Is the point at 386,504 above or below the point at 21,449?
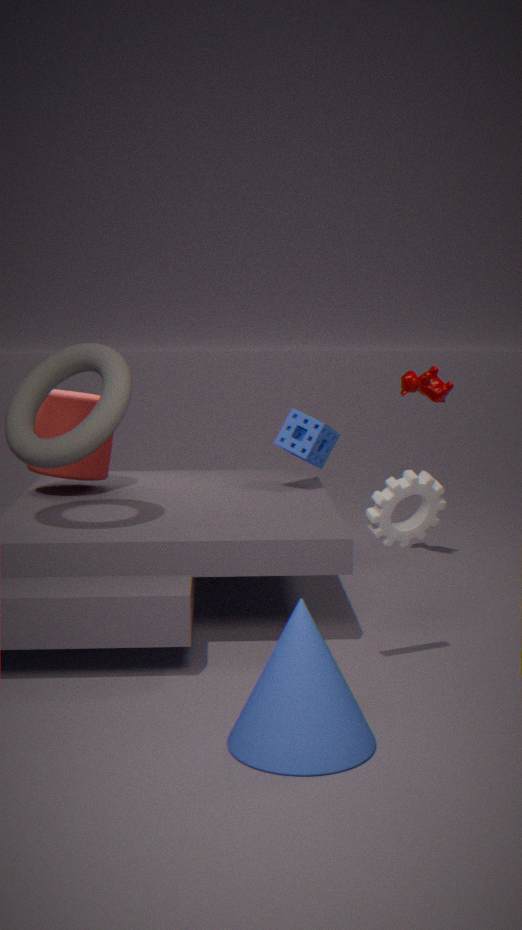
below
